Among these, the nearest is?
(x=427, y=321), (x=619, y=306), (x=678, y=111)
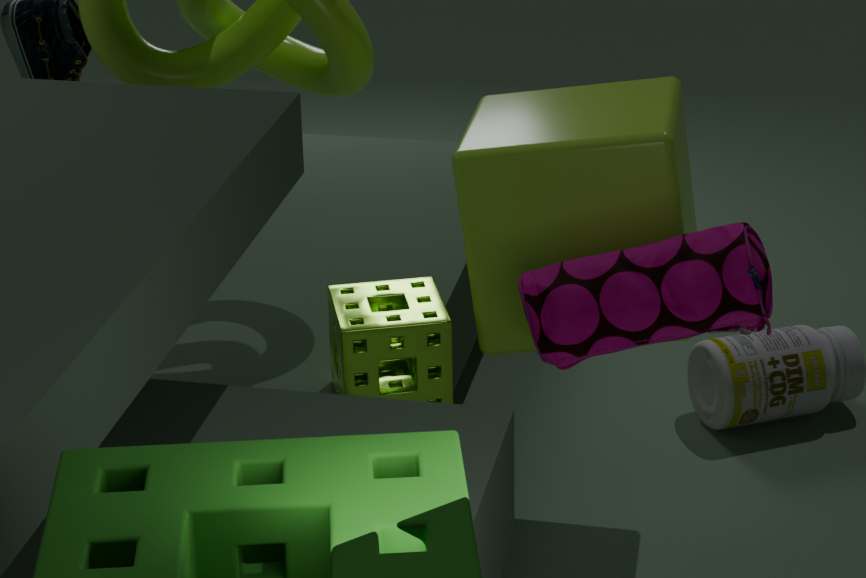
(x=619, y=306)
